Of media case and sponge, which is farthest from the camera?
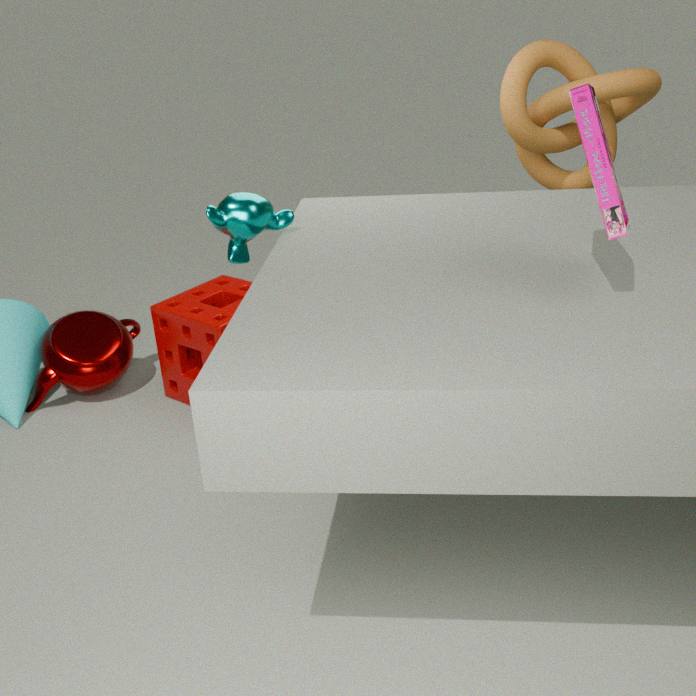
sponge
